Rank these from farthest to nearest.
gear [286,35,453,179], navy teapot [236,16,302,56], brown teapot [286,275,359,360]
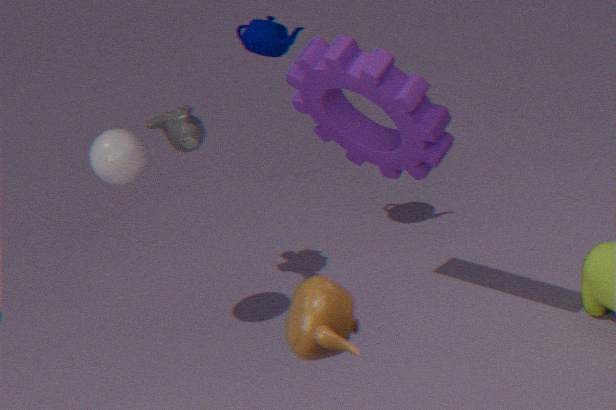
navy teapot [236,16,302,56] < gear [286,35,453,179] < brown teapot [286,275,359,360]
